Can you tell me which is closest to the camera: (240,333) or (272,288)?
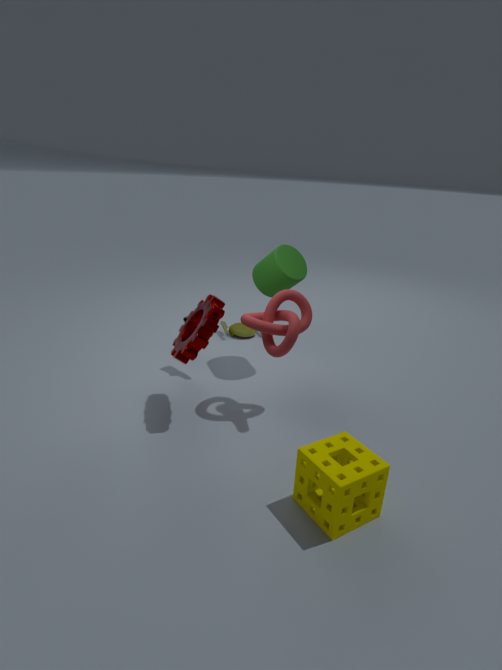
(272,288)
